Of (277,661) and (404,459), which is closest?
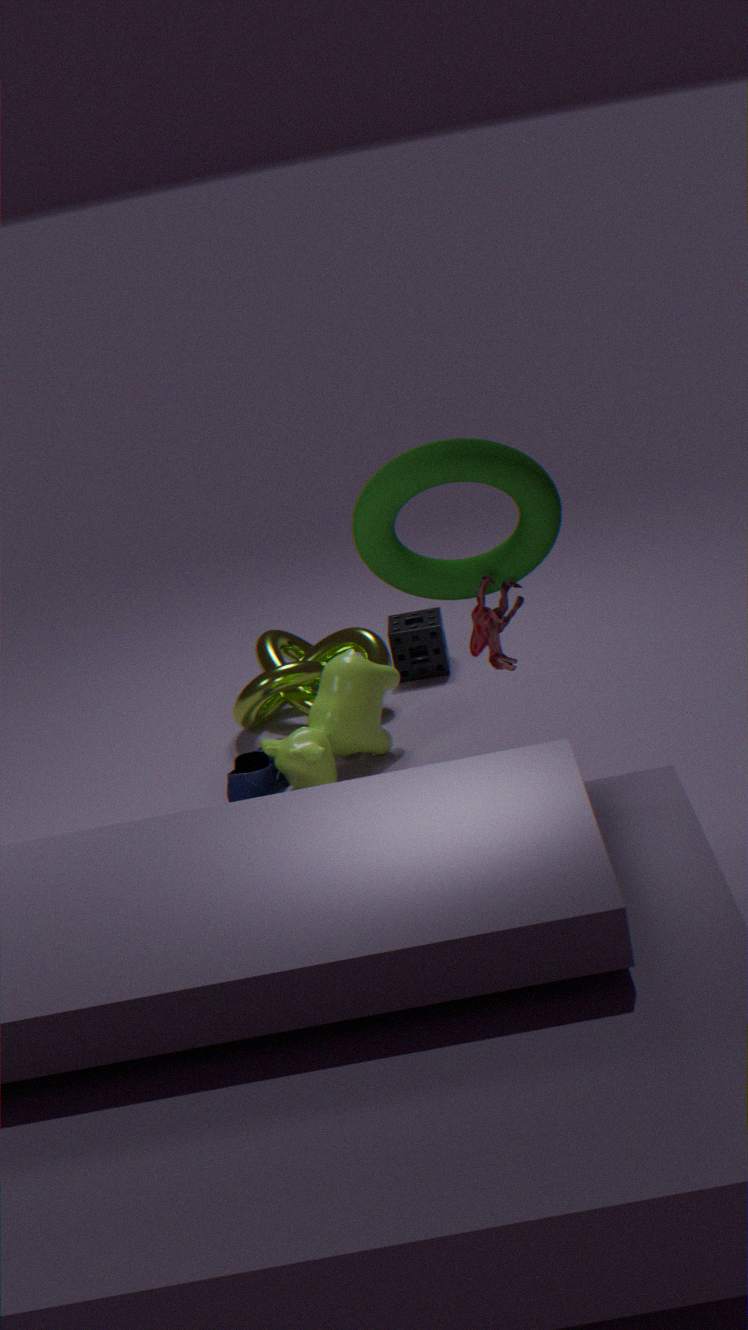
(404,459)
